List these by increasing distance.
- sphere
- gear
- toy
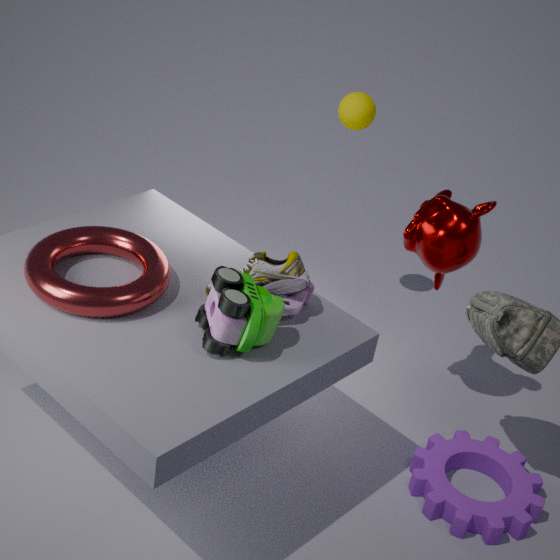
1. toy
2. gear
3. sphere
